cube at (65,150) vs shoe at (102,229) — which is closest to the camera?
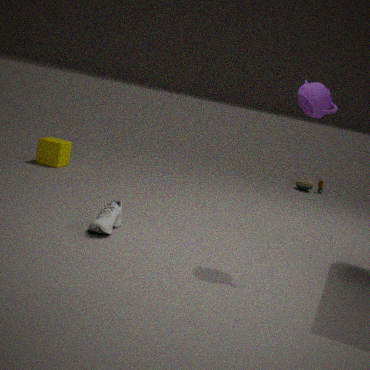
shoe at (102,229)
